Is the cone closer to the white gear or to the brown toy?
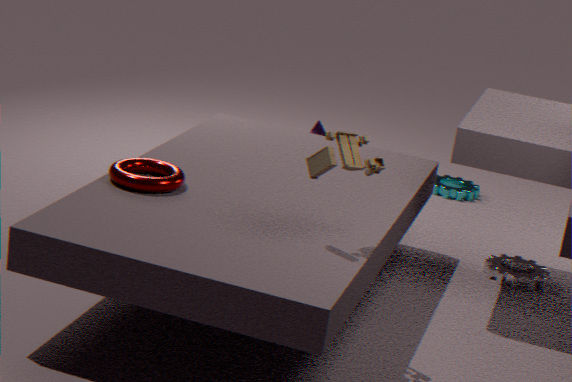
the white gear
